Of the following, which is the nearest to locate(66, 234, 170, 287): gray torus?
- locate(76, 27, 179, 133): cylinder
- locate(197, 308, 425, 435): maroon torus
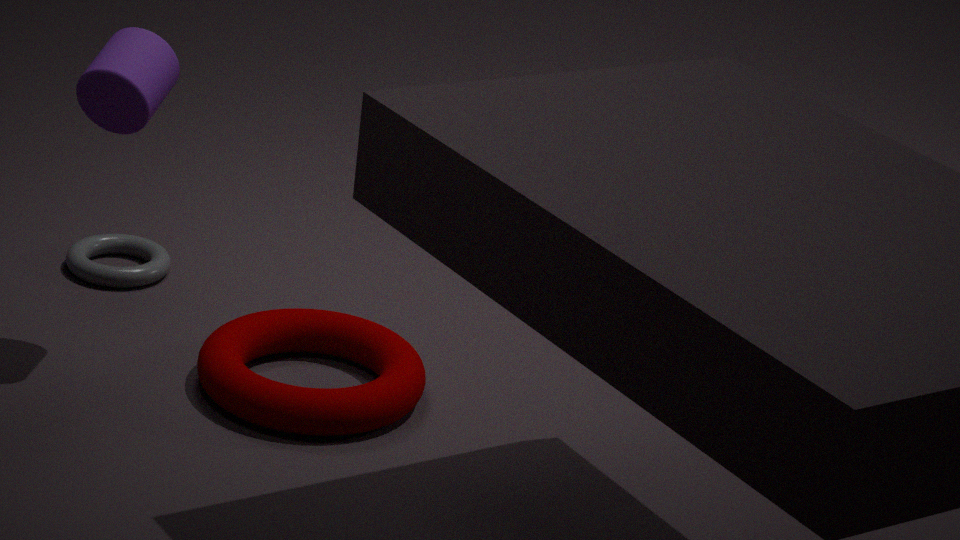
locate(197, 308, 425, 435): maroon torus
